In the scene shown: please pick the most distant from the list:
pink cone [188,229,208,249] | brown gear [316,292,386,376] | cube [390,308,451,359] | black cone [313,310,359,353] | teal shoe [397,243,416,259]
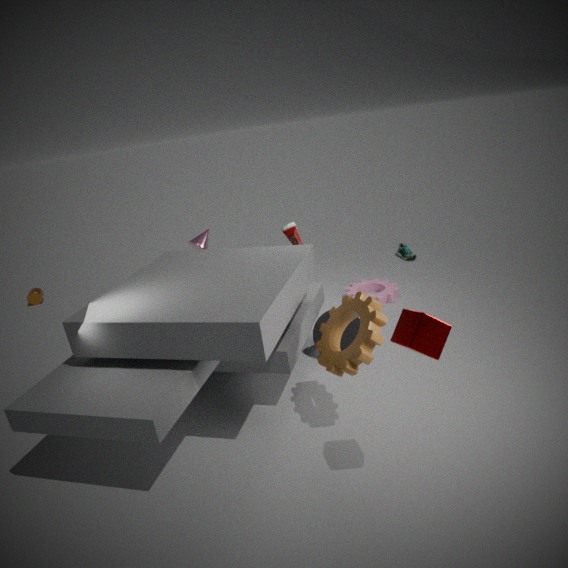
teal shoe [397,243,416,259]
